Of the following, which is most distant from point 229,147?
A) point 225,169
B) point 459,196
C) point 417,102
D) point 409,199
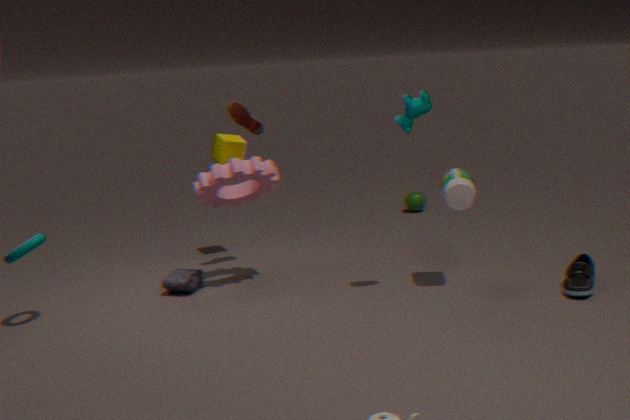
point 409,199
